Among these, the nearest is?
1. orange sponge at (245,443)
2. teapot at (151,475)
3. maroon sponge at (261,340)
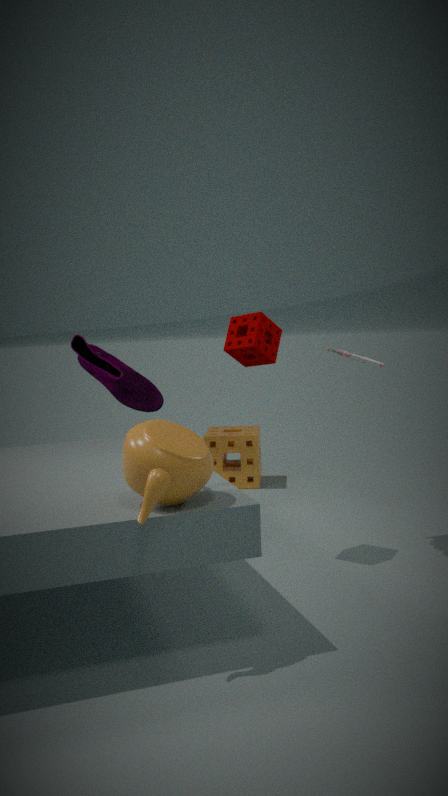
teapot at (151,475)
